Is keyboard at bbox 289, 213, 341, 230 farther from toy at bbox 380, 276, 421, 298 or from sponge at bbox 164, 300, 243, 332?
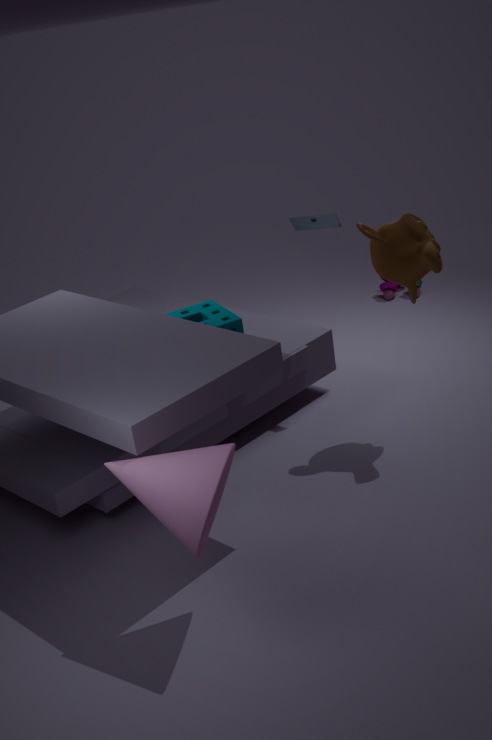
toy at bbox 380, 276, 421, 298
